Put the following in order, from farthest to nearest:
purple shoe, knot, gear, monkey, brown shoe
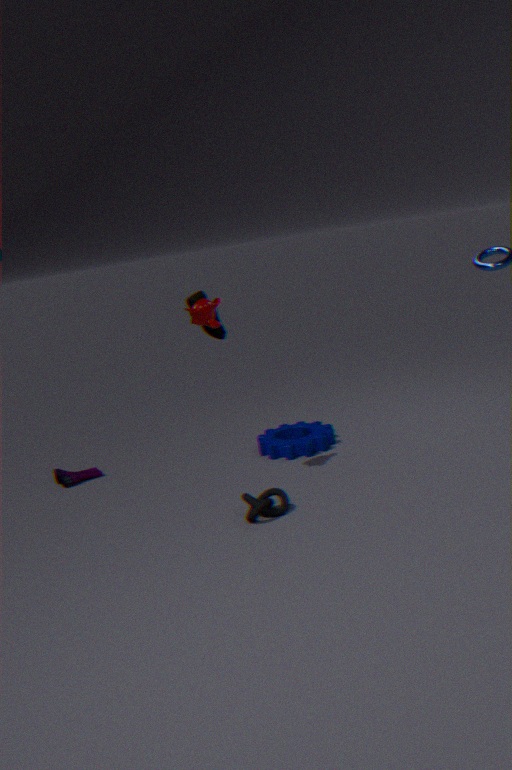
purple shoe → gear → brown shoe → monkey → knot
